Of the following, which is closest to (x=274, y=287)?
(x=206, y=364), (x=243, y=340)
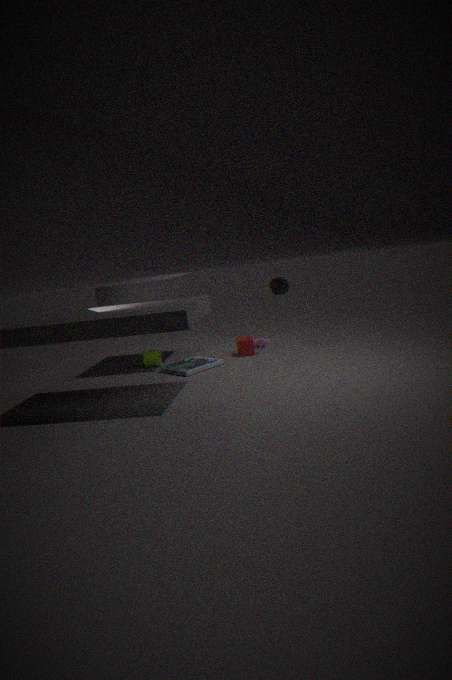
(x=243, y=340)
